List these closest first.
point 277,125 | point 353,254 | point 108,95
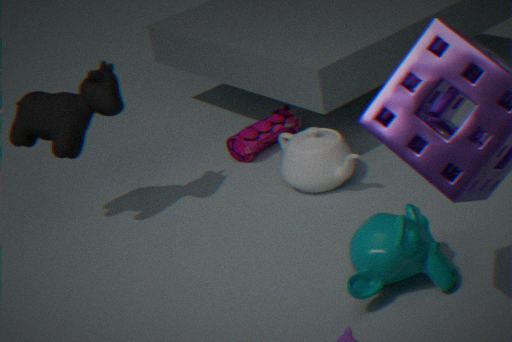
point 353,254
point 108,95
point 277,125
